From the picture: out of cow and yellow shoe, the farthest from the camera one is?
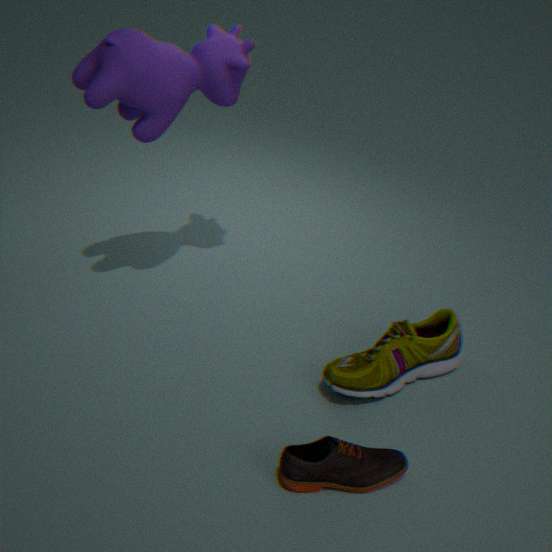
yellow shoe
